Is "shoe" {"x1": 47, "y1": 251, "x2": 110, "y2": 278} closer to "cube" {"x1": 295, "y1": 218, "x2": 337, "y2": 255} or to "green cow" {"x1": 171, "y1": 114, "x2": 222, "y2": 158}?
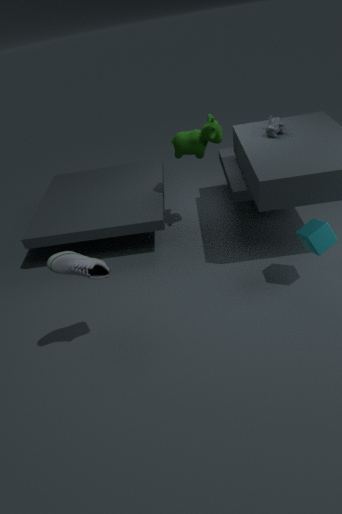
"cube" {"x1": 295, "y1": 218, "x2": 337, "y2": 255}
